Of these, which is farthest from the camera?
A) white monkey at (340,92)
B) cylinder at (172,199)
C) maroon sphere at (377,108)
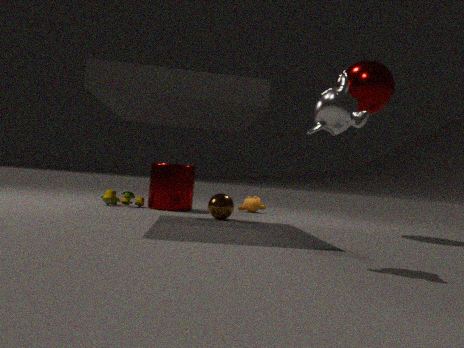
cylinder at (172,199)
